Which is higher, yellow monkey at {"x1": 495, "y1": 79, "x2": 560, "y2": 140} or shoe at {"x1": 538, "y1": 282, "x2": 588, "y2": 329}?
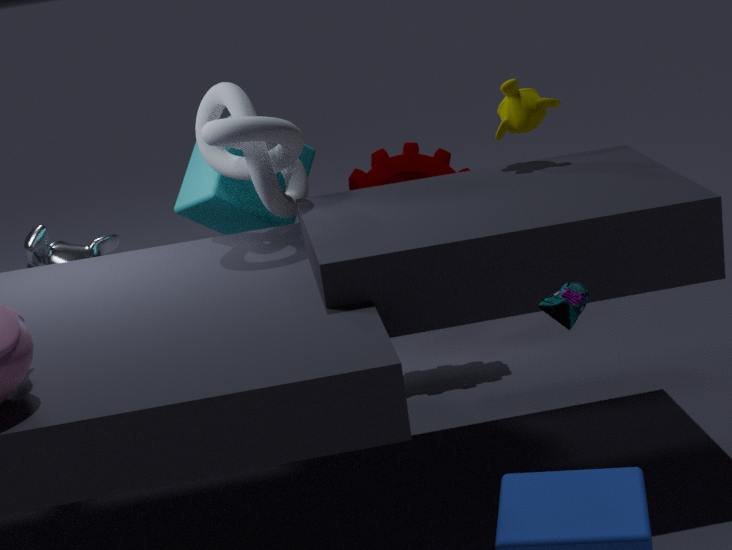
yellow monkey at {"x1": 495, "y1": 79, "x2": 560, "y2": 140}
